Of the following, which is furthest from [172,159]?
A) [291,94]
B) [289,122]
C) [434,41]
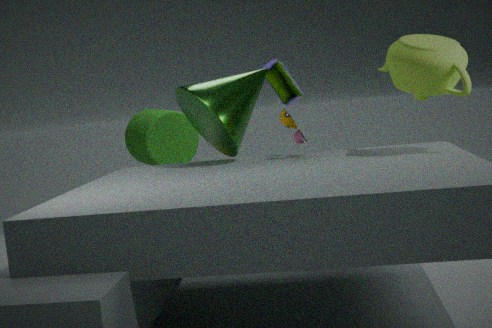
[434,41]
